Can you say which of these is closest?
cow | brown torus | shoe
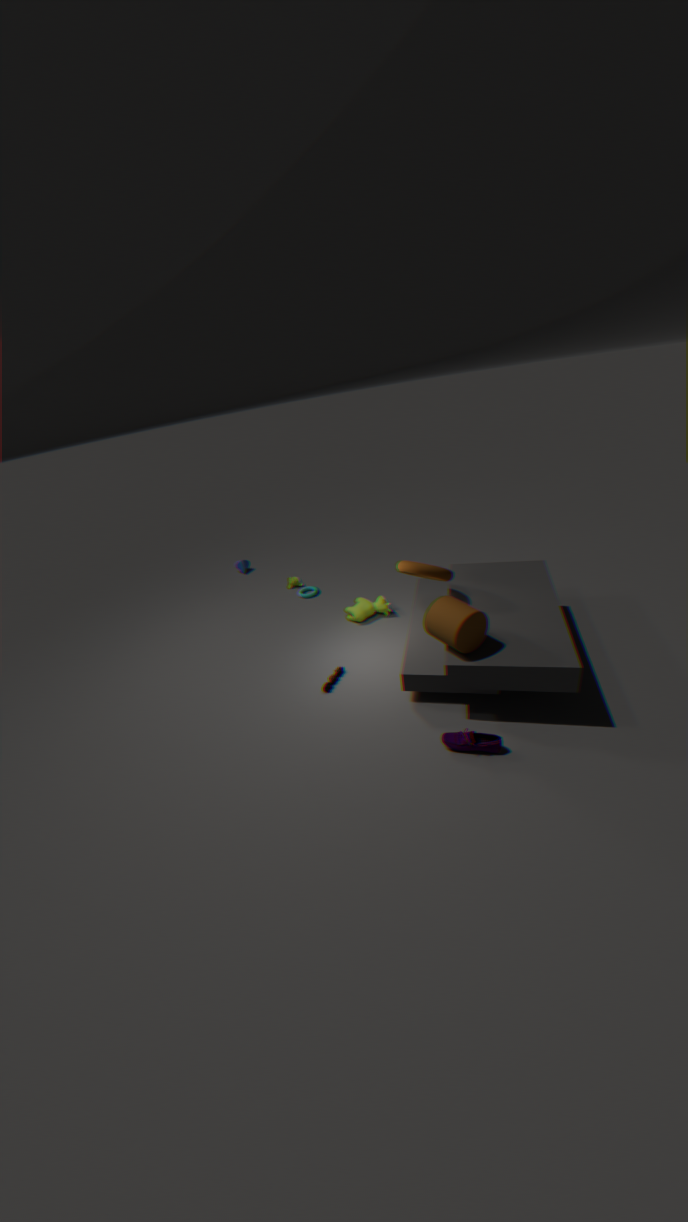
shoe
